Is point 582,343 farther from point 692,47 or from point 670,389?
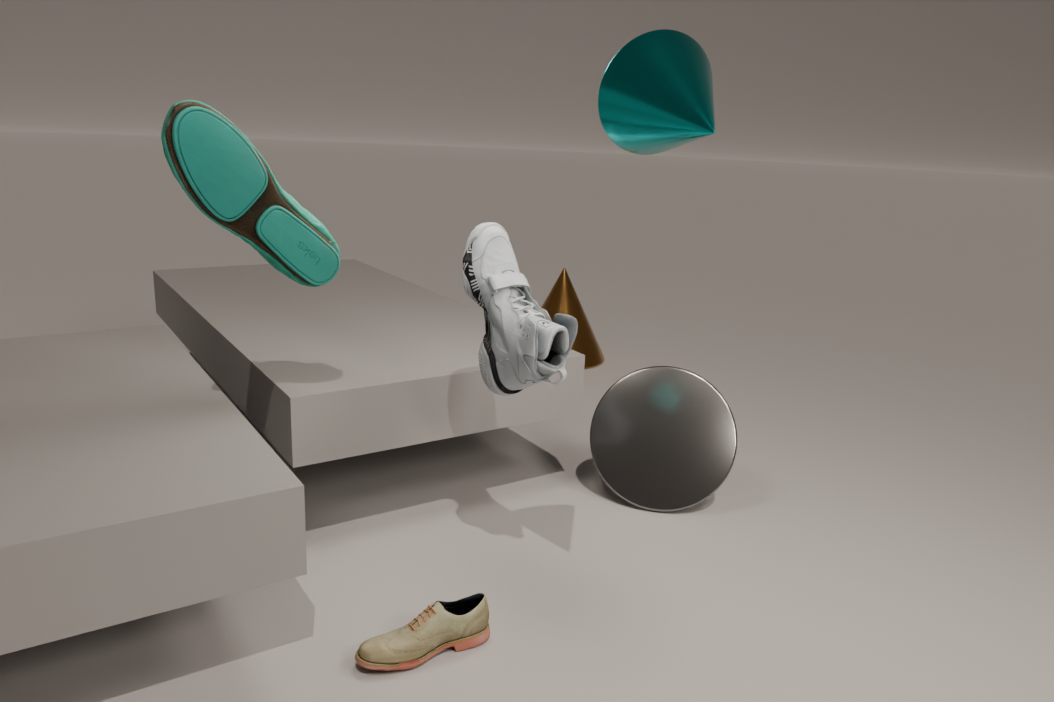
point 692,47
